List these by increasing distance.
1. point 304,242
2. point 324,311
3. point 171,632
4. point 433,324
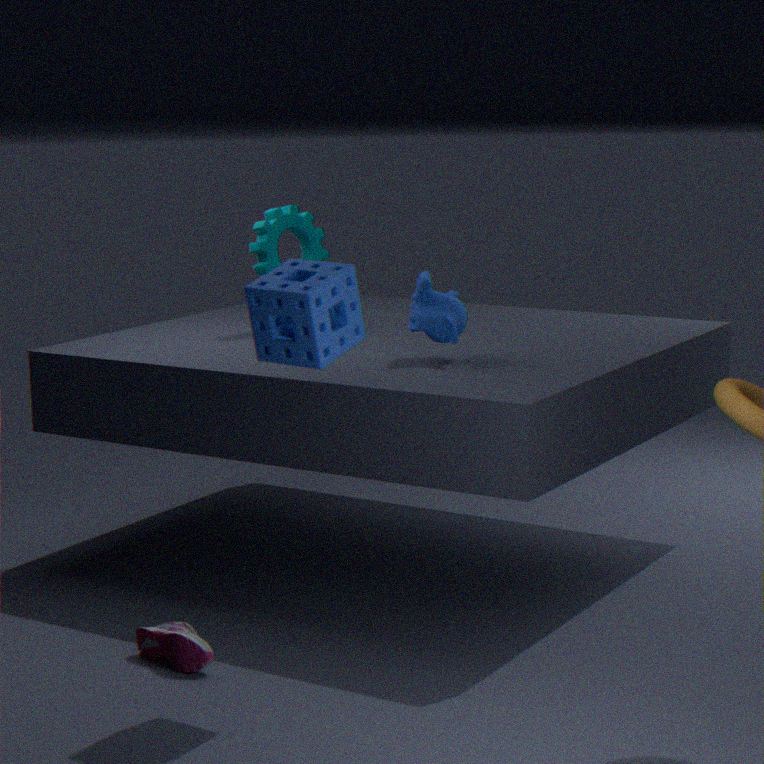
point 324,311
point 171,632
point 433,324
point 304,242
